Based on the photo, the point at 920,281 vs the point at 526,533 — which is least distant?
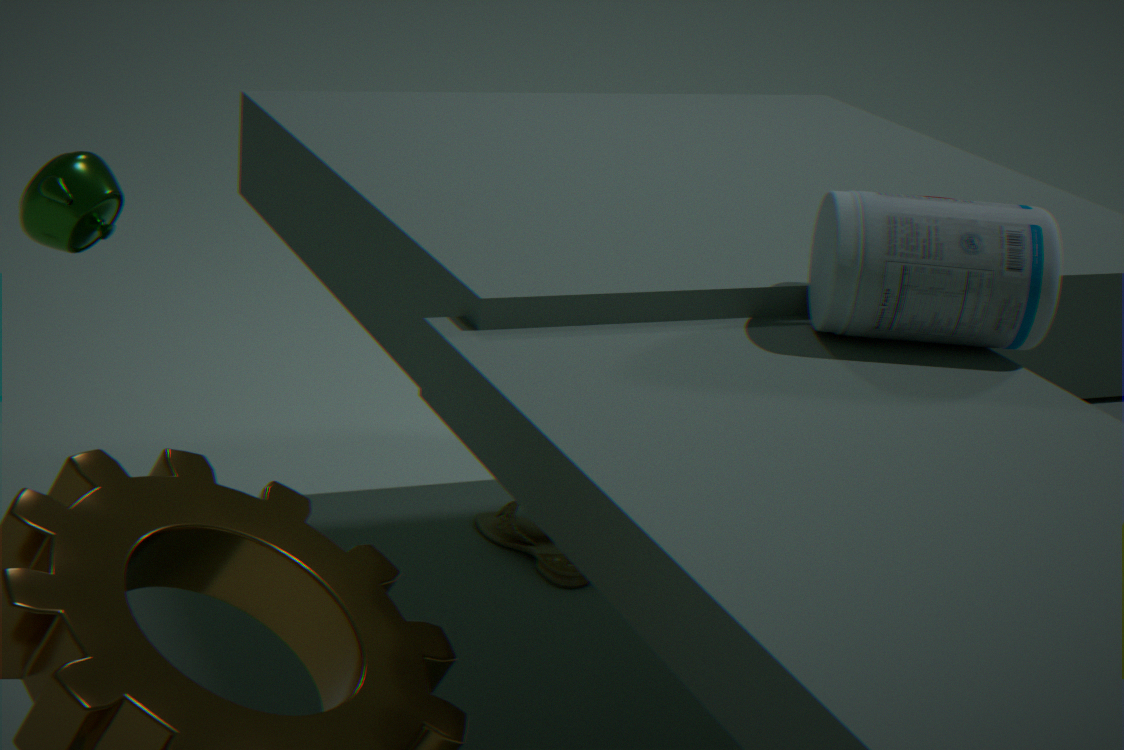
the point at 920,281
